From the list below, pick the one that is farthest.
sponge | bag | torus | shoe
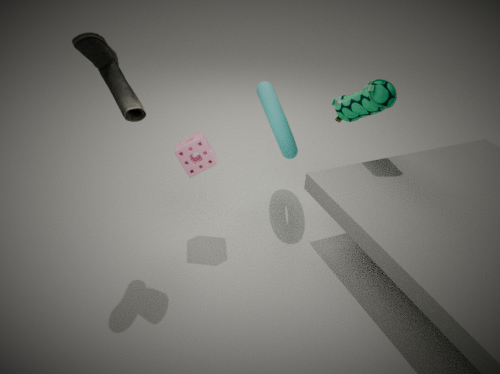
torus
